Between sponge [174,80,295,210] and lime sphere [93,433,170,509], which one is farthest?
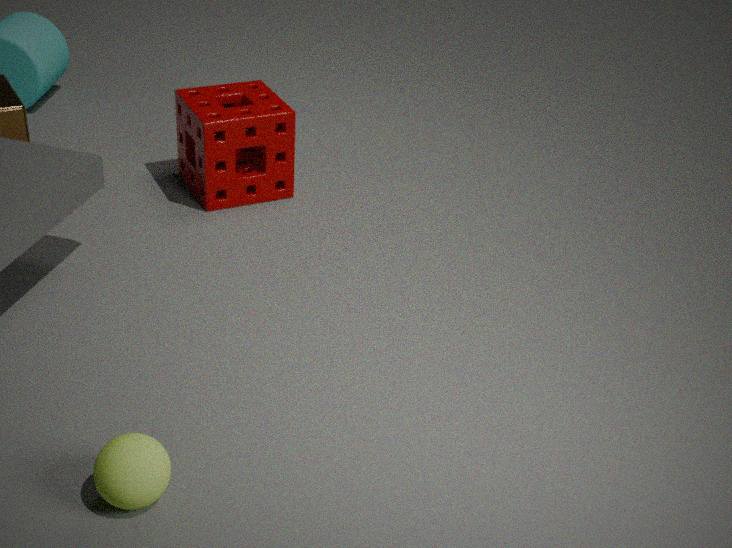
sponge [174,80,295,210]
